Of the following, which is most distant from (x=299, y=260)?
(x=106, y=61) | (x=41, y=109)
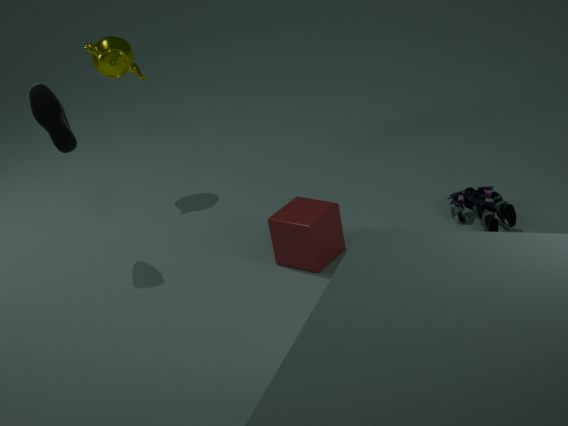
(x=106, y=61)
